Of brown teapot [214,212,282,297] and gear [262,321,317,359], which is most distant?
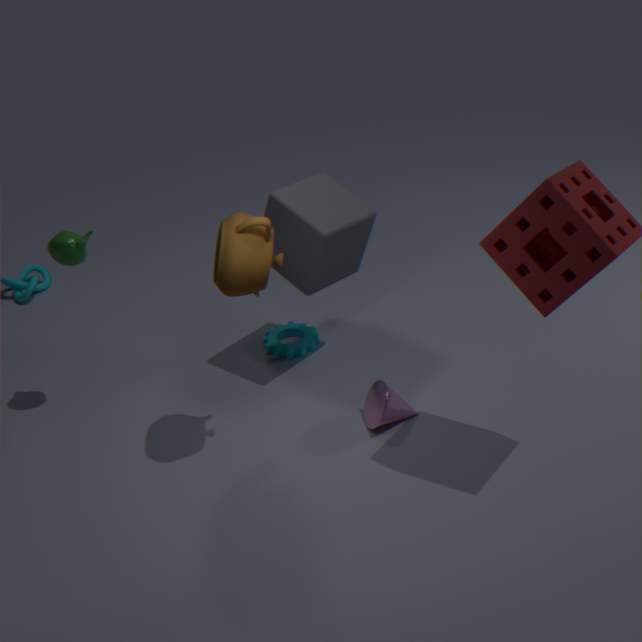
gear [262,321,317,359]
